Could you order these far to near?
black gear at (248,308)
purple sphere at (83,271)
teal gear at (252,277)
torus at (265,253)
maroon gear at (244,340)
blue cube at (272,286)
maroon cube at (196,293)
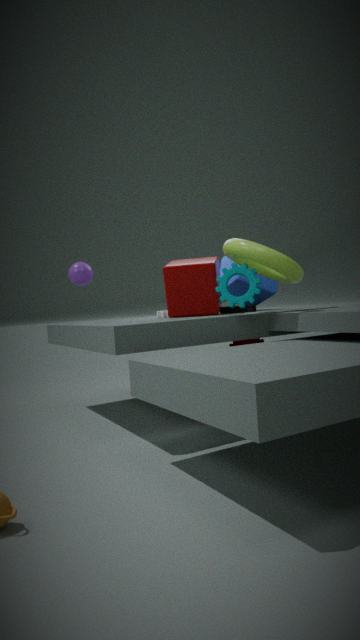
blue cube at (272,286) → maroon gear at (244,340) → purple sphere at (83,271) → black gear at (248,308) → maroon cube at (196,293) → teal gear at (252,277) → torus at (265,253)
